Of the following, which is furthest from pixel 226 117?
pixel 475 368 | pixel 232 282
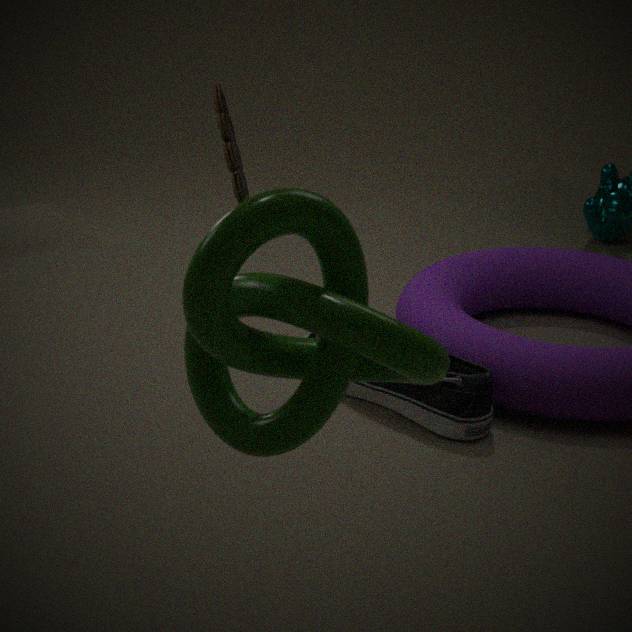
pixel 232 282
